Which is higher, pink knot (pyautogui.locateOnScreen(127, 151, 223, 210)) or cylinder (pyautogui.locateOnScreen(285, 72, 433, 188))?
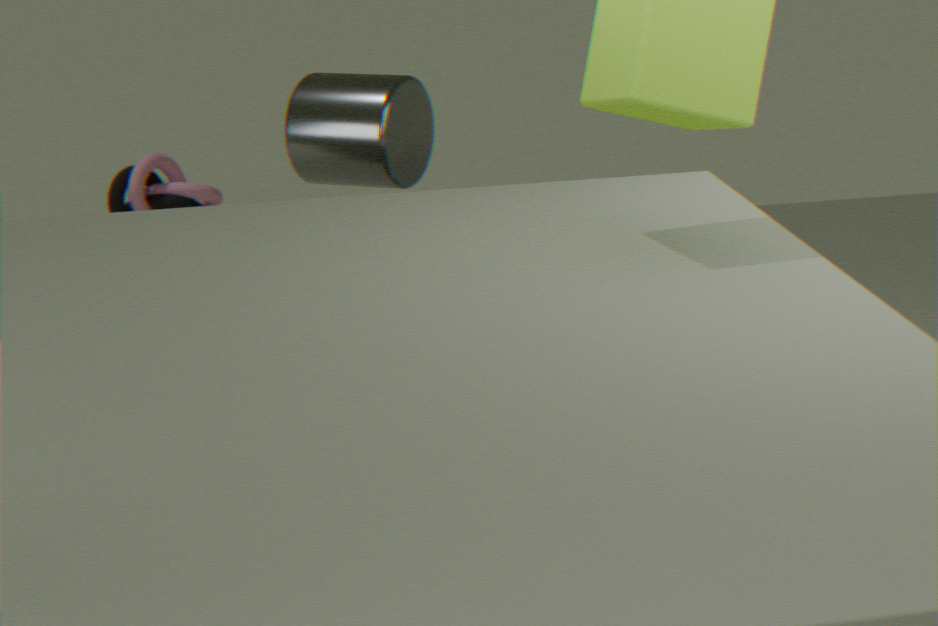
cylinder (pyautogui.locateOnScreen(285, 72, 433, 188))
